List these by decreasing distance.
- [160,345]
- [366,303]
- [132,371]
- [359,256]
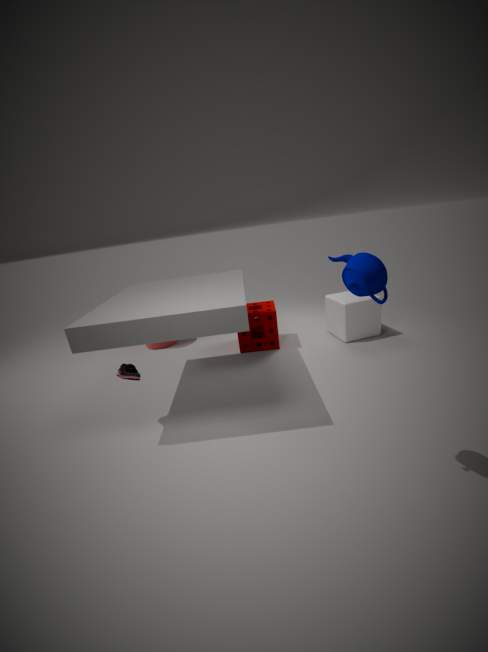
[160,345] < [366,303] < [132,371] < [359,256]
